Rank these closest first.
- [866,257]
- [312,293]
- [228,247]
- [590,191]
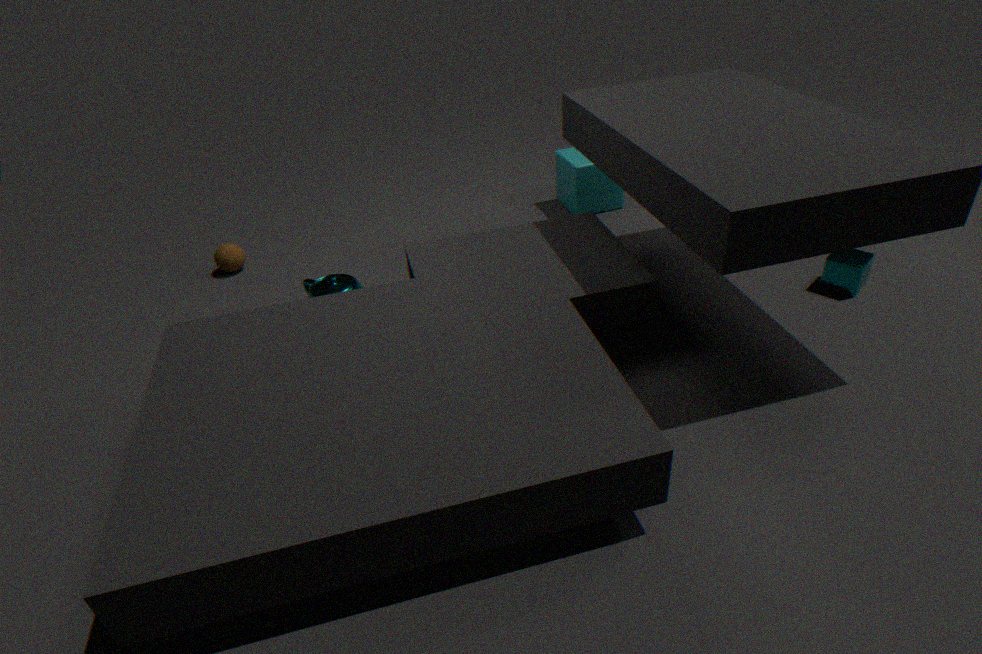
[866,257], [312,293], [228,247], [590,191]
